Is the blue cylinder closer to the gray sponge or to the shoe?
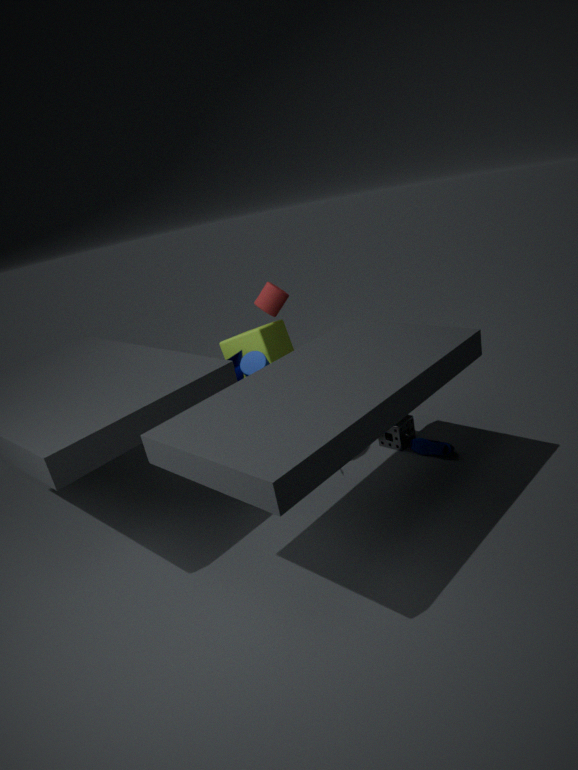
the gray sponge
